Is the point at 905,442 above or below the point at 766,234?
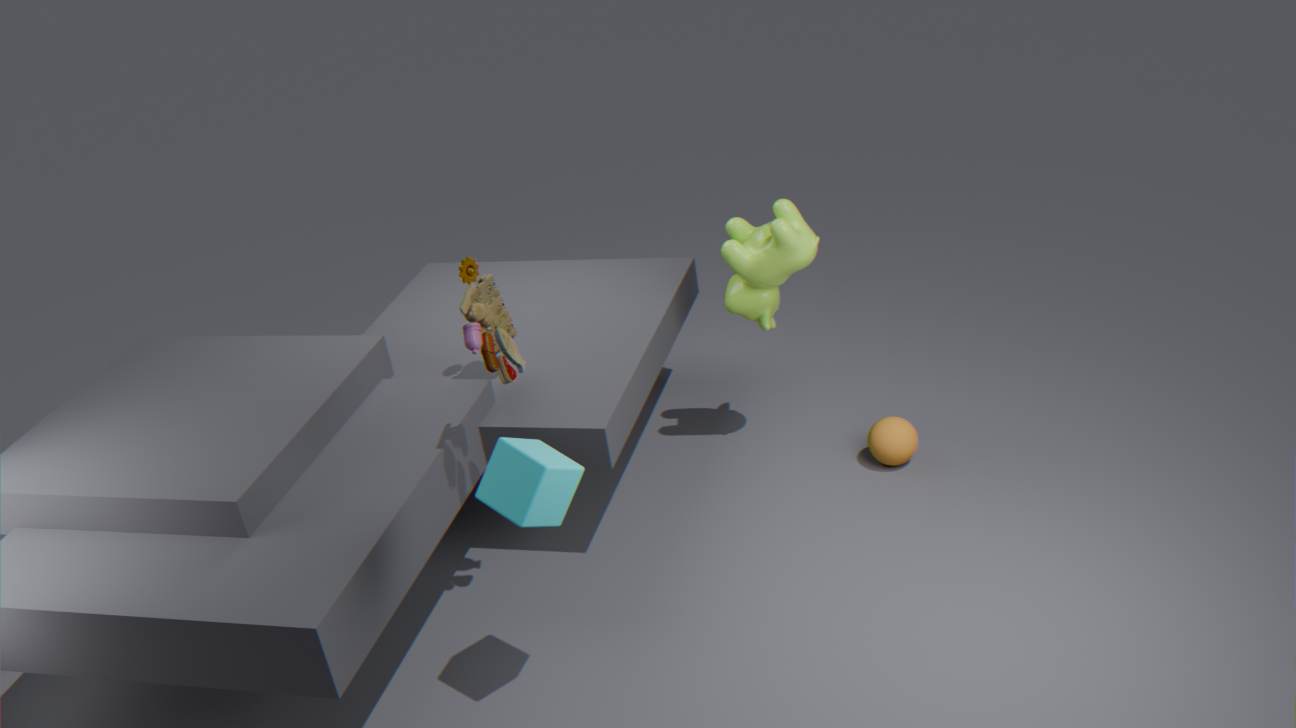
below
